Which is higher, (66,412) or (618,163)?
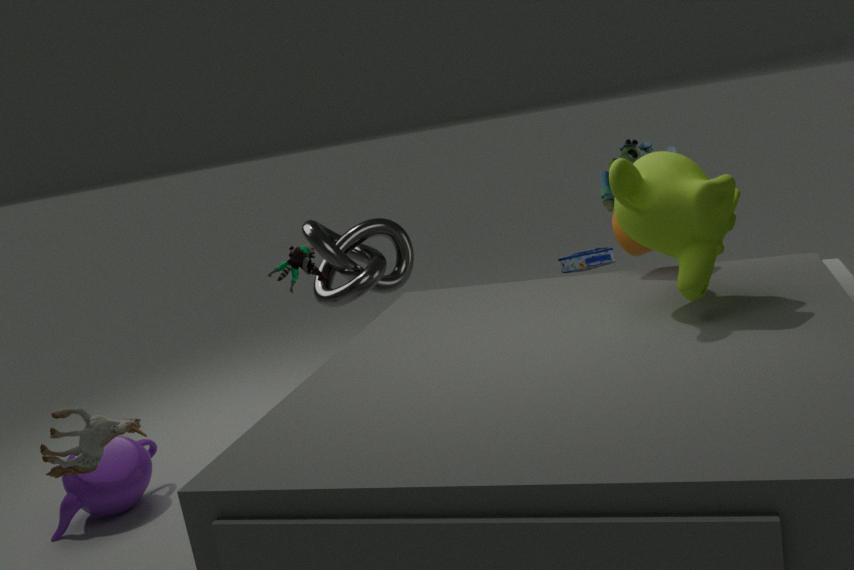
(618,163)
